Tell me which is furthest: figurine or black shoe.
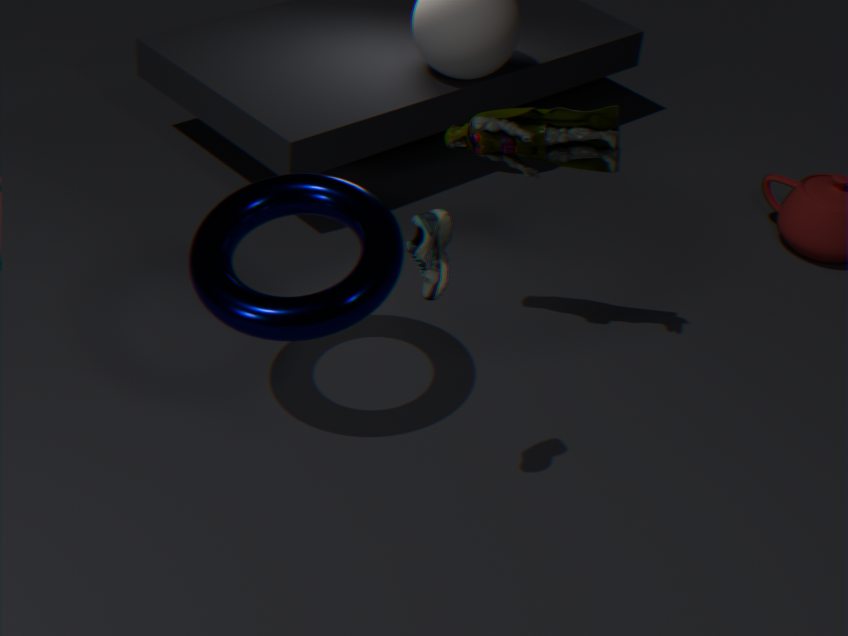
figurine
